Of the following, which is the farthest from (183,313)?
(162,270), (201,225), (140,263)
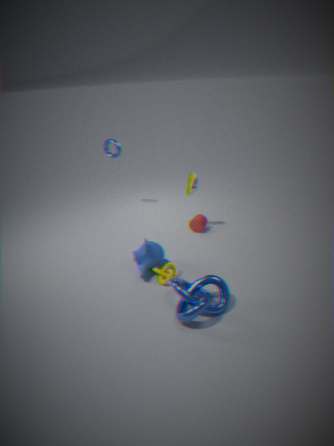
(201,225)
